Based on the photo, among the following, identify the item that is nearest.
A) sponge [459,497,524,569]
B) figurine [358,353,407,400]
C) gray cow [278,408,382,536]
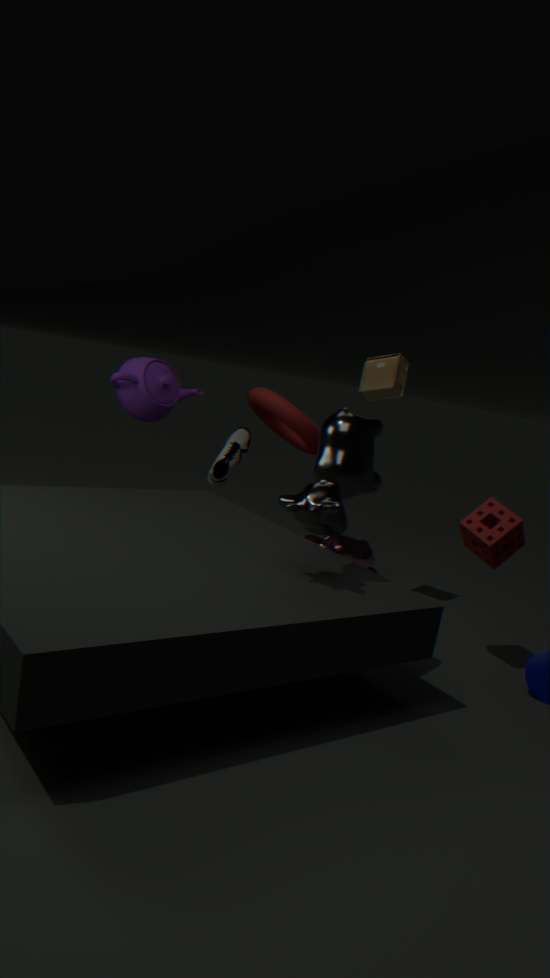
gray cow [278,408,382,536]
